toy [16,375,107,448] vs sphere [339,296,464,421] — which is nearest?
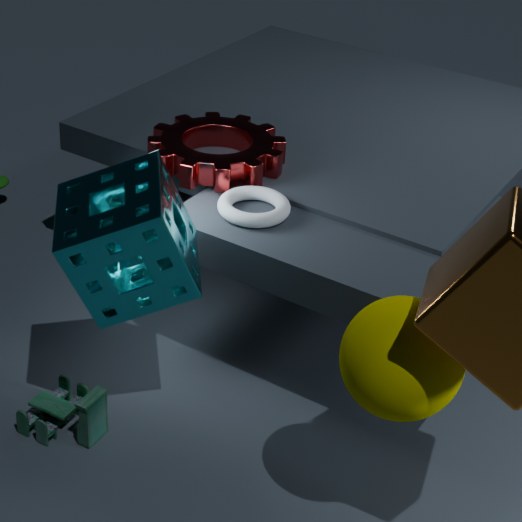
sphere [339,296,464,421]
